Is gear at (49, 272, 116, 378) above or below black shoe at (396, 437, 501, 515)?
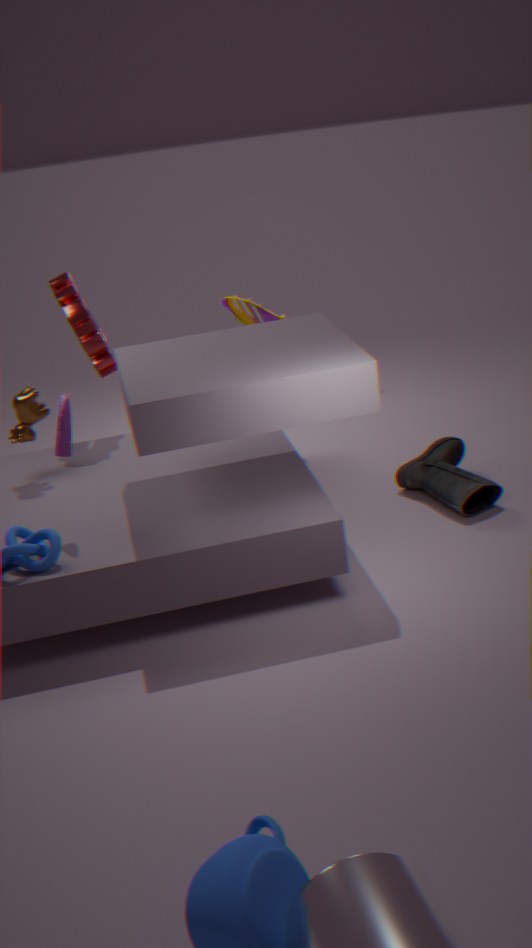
above
